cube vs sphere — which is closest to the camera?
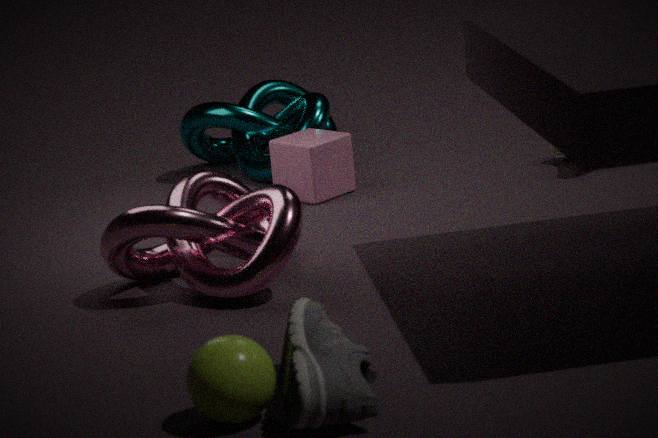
sphere
